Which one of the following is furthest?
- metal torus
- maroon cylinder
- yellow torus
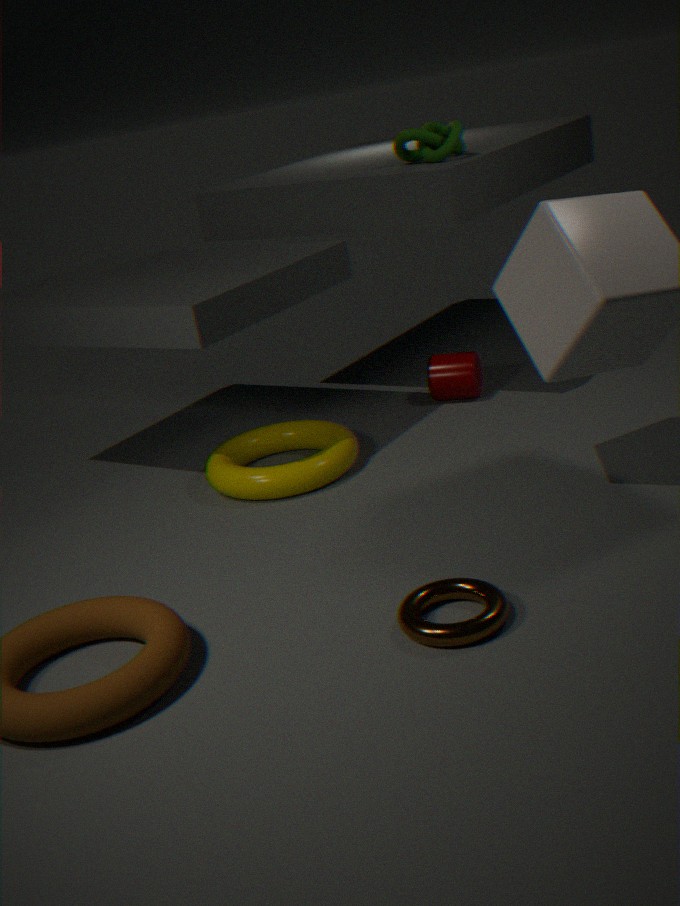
maroon cylinder
